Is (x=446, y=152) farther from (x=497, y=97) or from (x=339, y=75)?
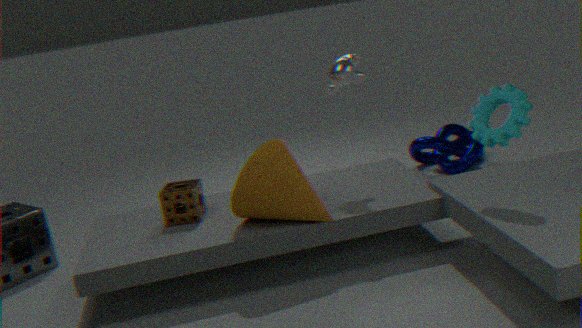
(x=497, y=97)
